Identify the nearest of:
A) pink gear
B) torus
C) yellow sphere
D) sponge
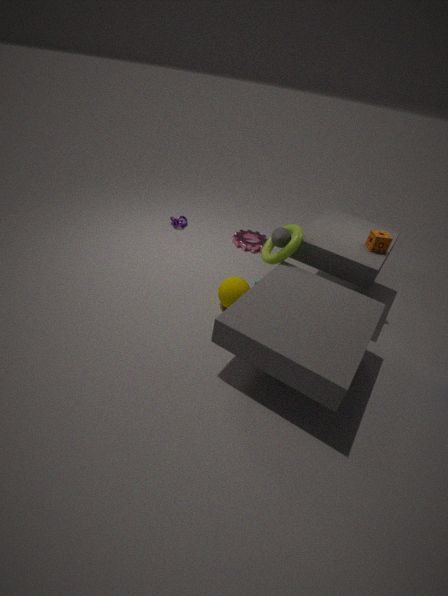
torus
